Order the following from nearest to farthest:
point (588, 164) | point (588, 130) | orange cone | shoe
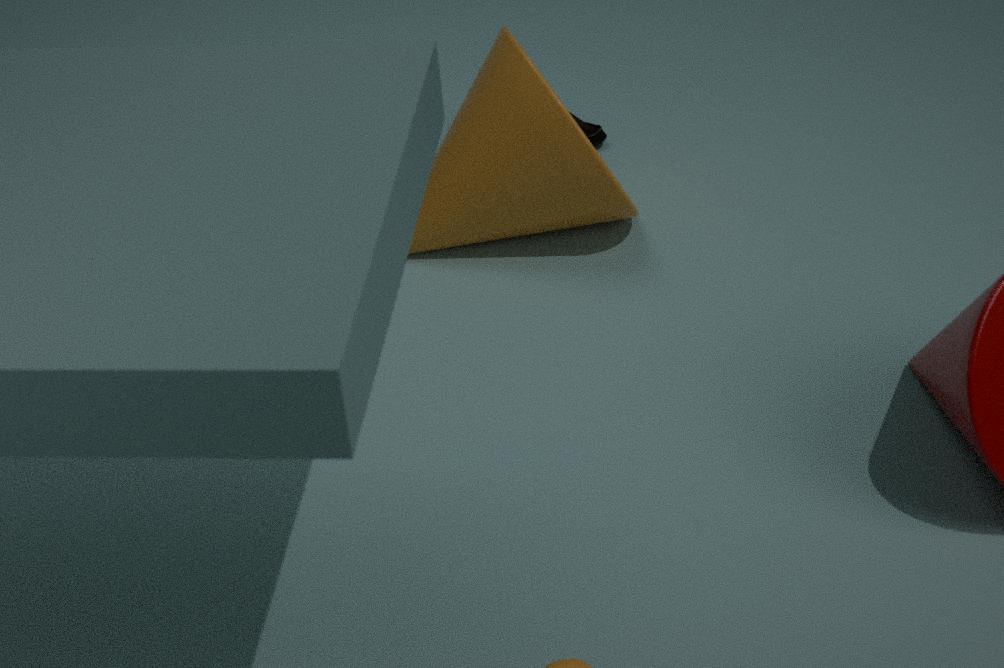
orange cone
shoe
point (588, 164)
point (588, 130)
